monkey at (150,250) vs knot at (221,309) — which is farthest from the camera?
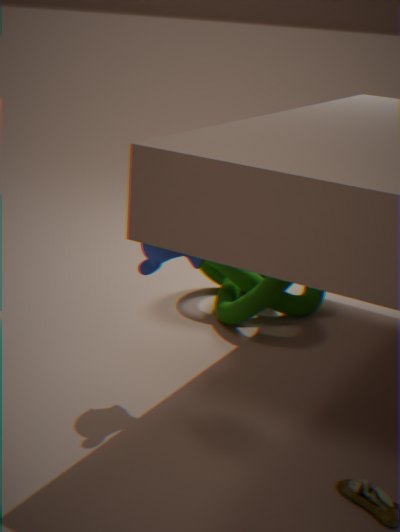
Result: knot at (221,309)
